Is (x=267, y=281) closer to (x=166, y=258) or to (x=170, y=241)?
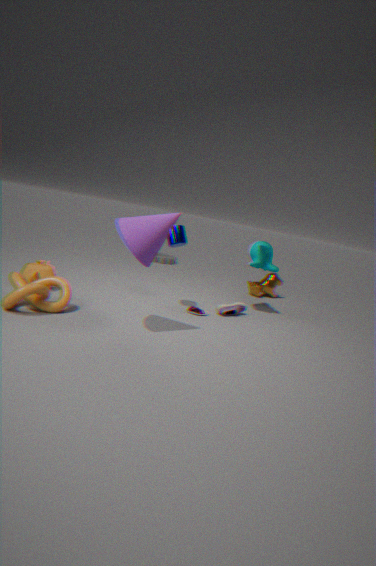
(x=170, y=241)
